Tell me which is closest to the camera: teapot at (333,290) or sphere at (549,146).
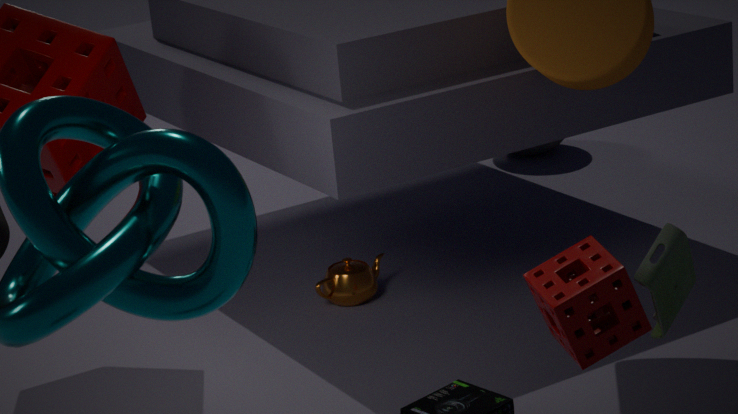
teapot at (333,290)
